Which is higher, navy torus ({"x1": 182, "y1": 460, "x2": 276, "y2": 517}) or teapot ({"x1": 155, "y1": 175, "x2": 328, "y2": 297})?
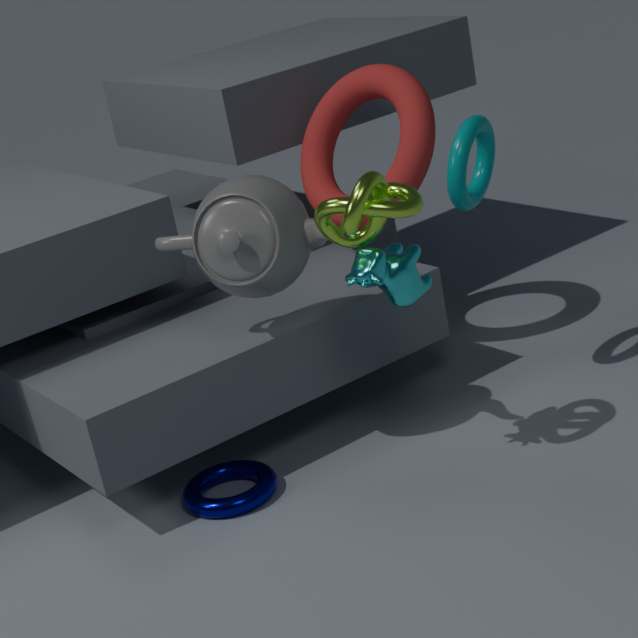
teapot ({"x1": 155, "y1": 175, "x2": 328, "y2": 297})
